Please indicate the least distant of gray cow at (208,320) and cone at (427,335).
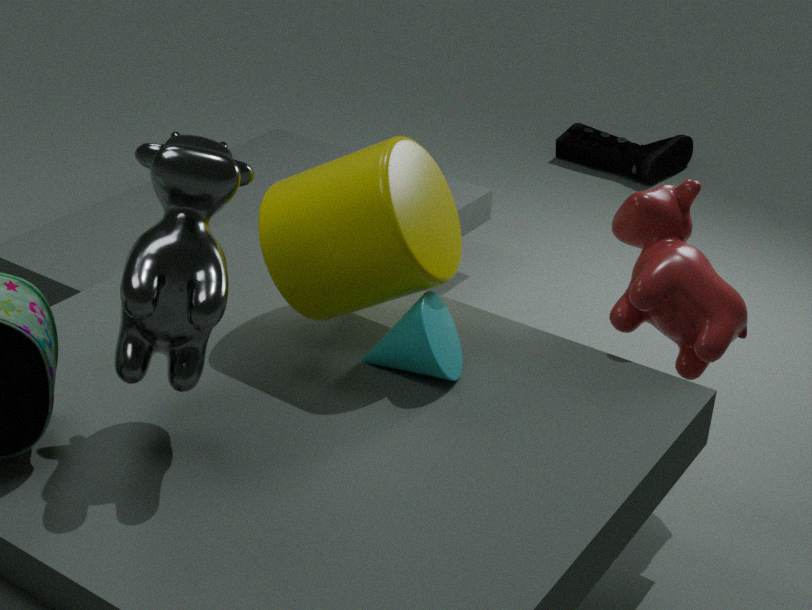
gray cow at (208,320)
